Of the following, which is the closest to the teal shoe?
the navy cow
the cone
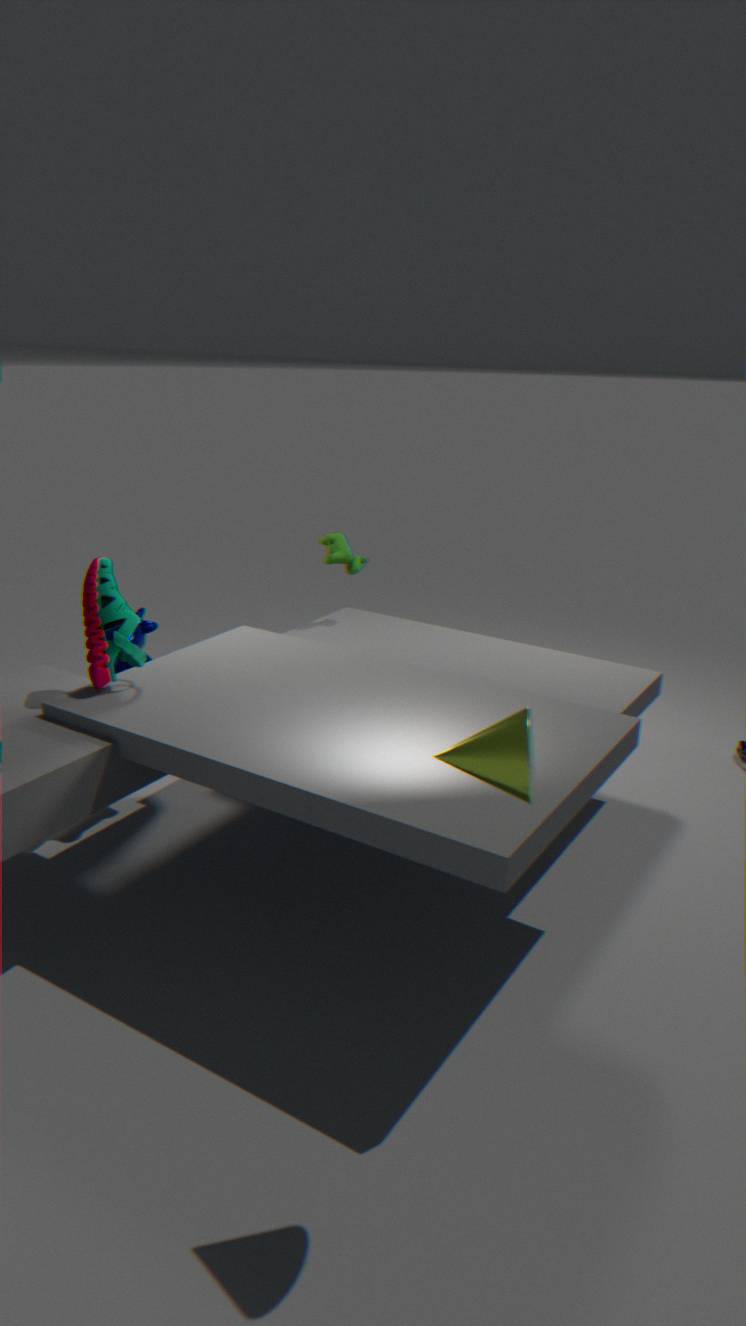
the navy cow
